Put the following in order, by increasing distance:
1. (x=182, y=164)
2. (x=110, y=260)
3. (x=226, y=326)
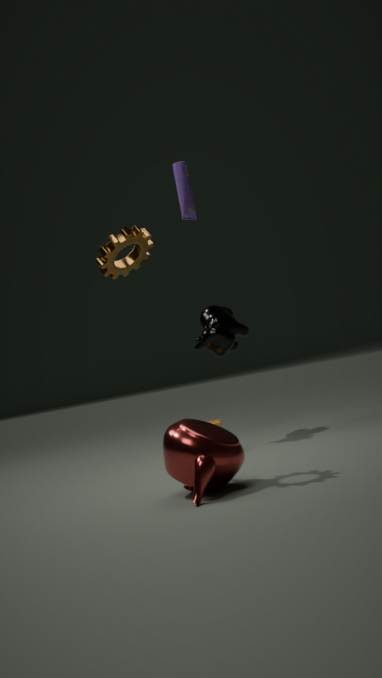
(x=182, y=164), (x=110, y=260), (x=226, y=326)
